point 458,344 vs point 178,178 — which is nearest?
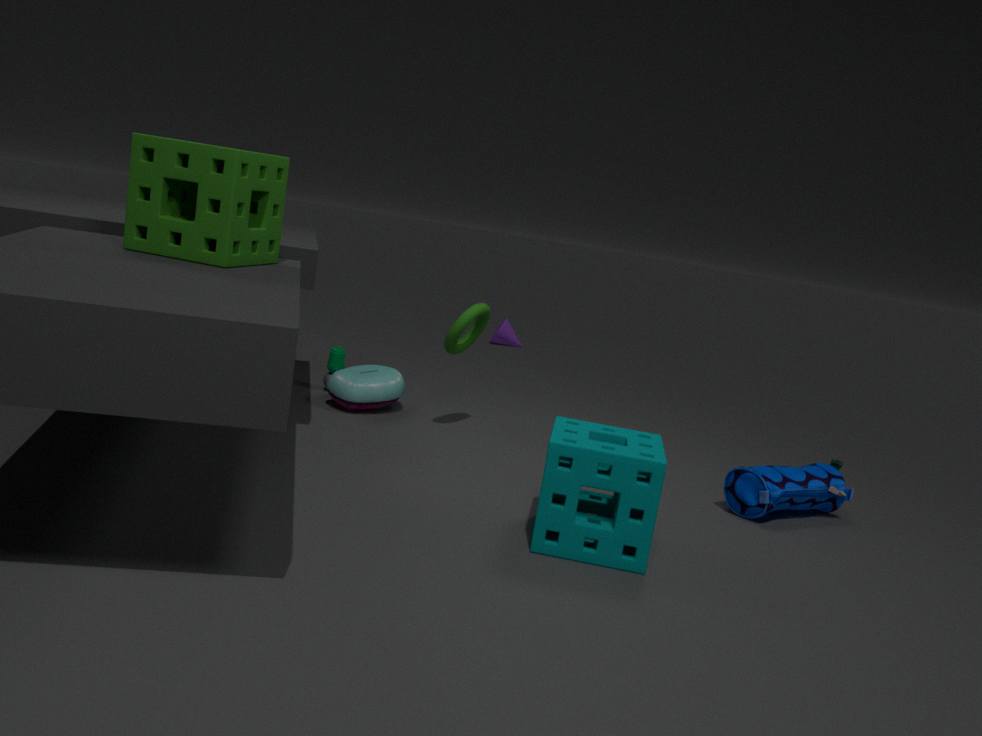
point 178,178
